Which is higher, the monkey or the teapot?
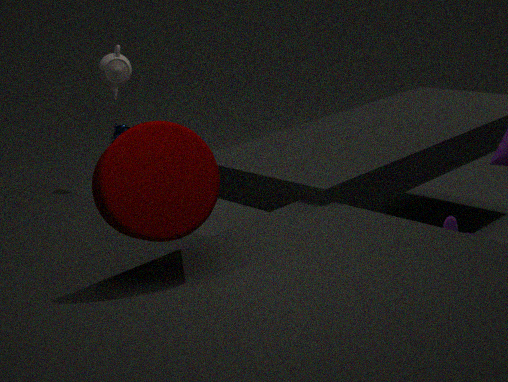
the teapot
